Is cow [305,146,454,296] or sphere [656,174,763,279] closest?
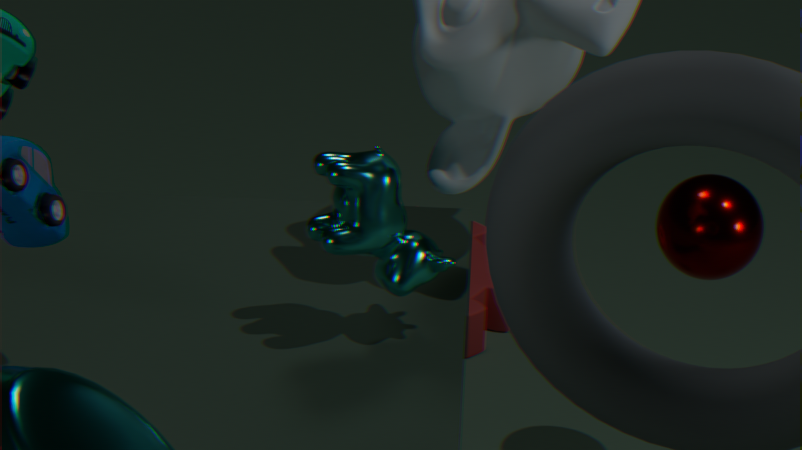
cow [305,146,454,296]
